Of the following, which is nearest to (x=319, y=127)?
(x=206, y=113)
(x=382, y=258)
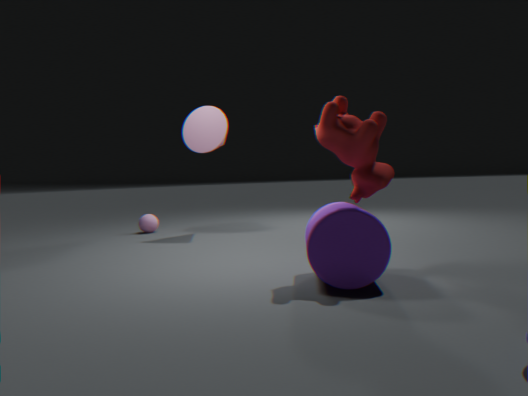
(x=382, y=258)
